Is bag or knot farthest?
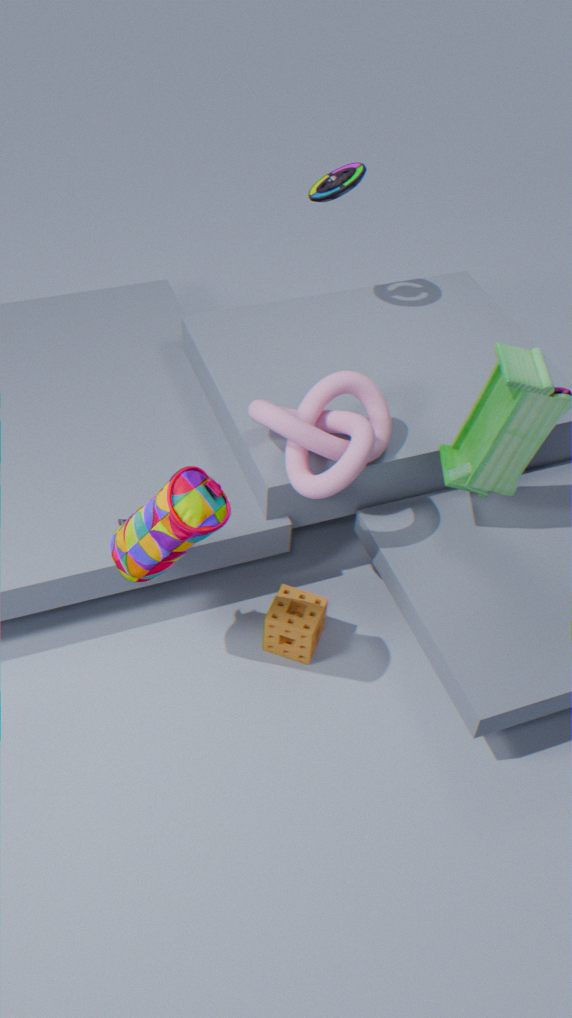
knot
